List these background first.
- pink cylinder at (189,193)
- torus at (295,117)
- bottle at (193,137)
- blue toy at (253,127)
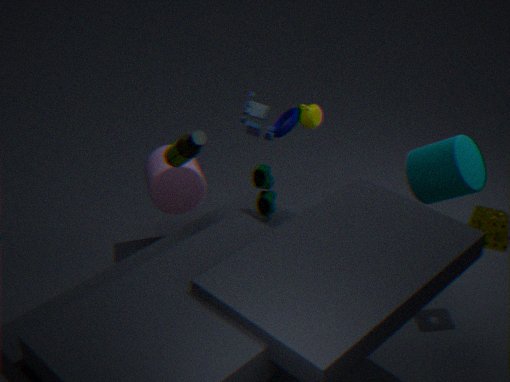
torus at (295,117) → blue toy at (253,127) → pink cylinder at (189,193) → bottle at (193,137)
